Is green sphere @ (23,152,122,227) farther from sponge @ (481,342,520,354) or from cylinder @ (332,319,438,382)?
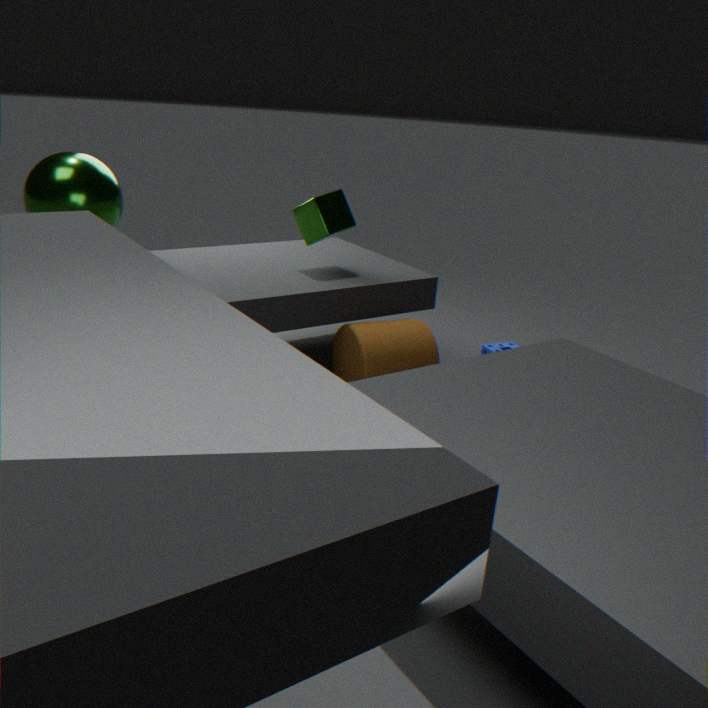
sponge @ (481,342,520,354)
